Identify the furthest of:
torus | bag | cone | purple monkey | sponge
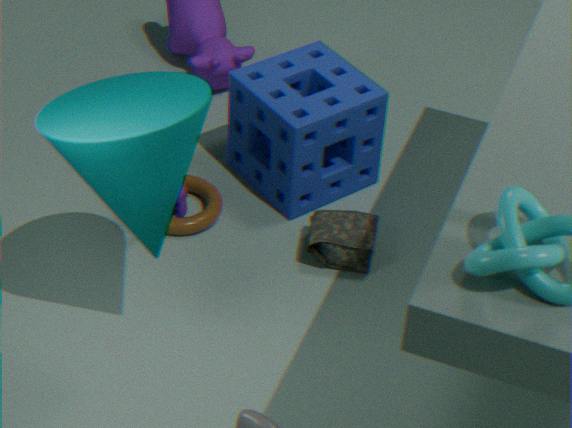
torus
